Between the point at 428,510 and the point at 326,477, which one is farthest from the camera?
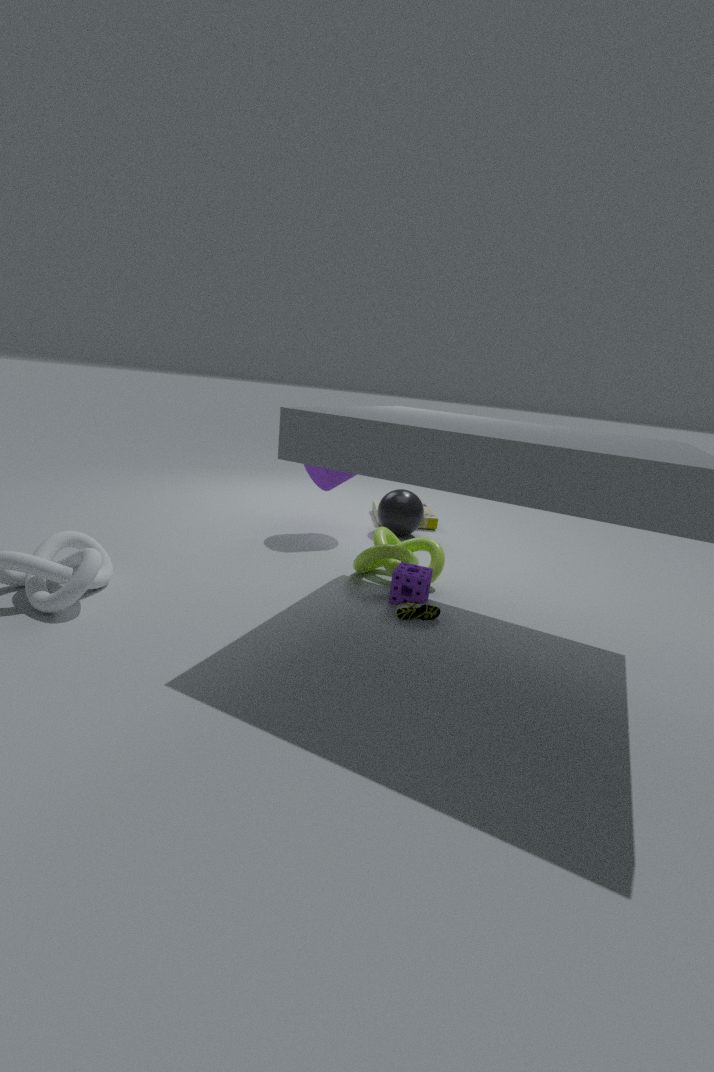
the point at 428,510
